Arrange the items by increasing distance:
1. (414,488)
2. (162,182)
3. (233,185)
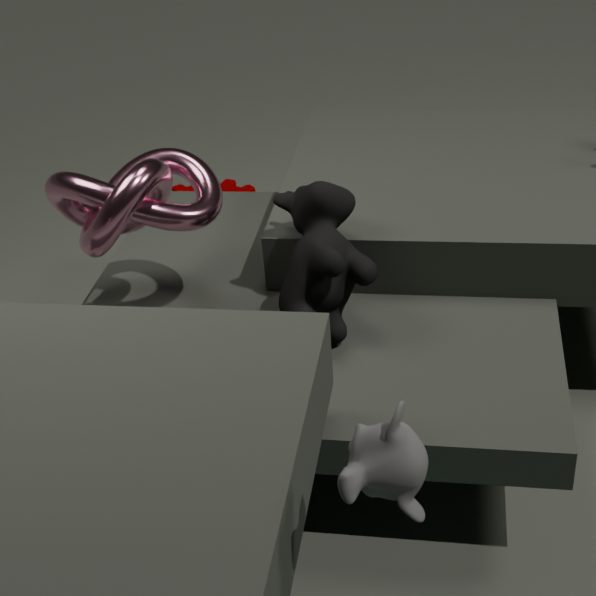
(414,488) < (162,182) < (233,185)
